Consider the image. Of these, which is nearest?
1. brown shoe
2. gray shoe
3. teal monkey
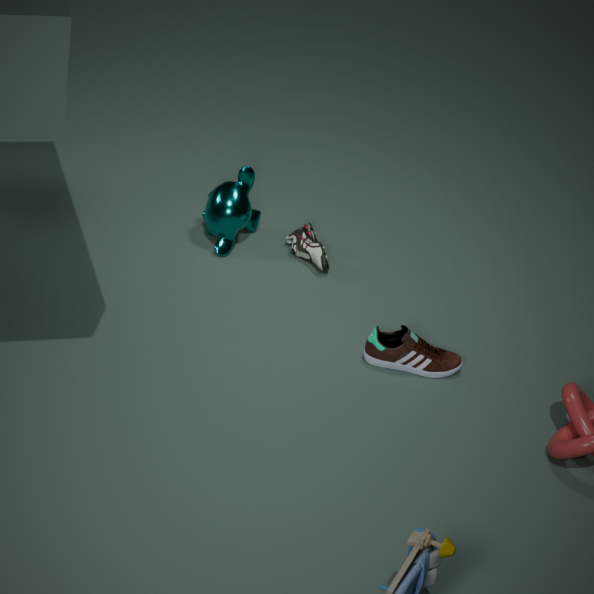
brown shoe
